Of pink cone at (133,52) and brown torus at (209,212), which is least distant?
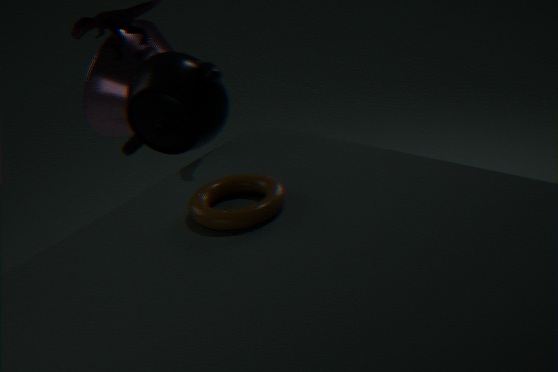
brown torus at (209,212)
